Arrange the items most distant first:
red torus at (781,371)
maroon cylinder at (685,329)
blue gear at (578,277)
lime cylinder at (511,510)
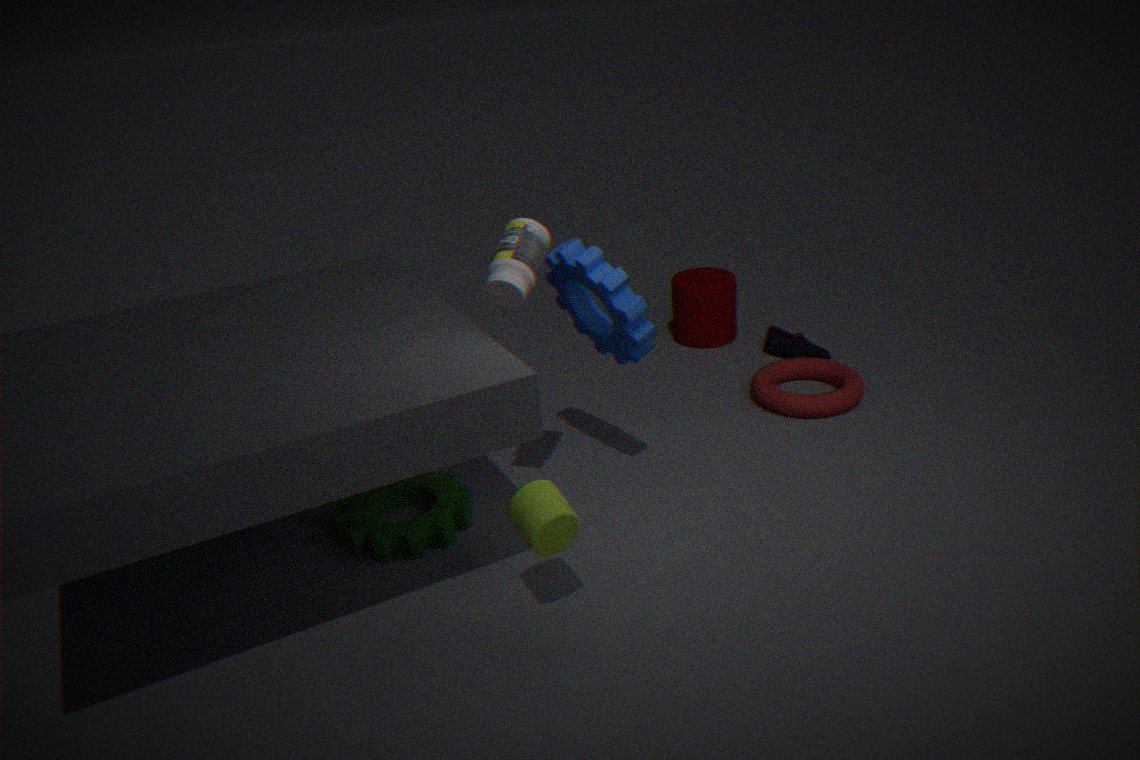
maroon cylinder at (685,329) < red torus at (781,371) < blue gear at (578,277) < lime cylinder at (511,510)
